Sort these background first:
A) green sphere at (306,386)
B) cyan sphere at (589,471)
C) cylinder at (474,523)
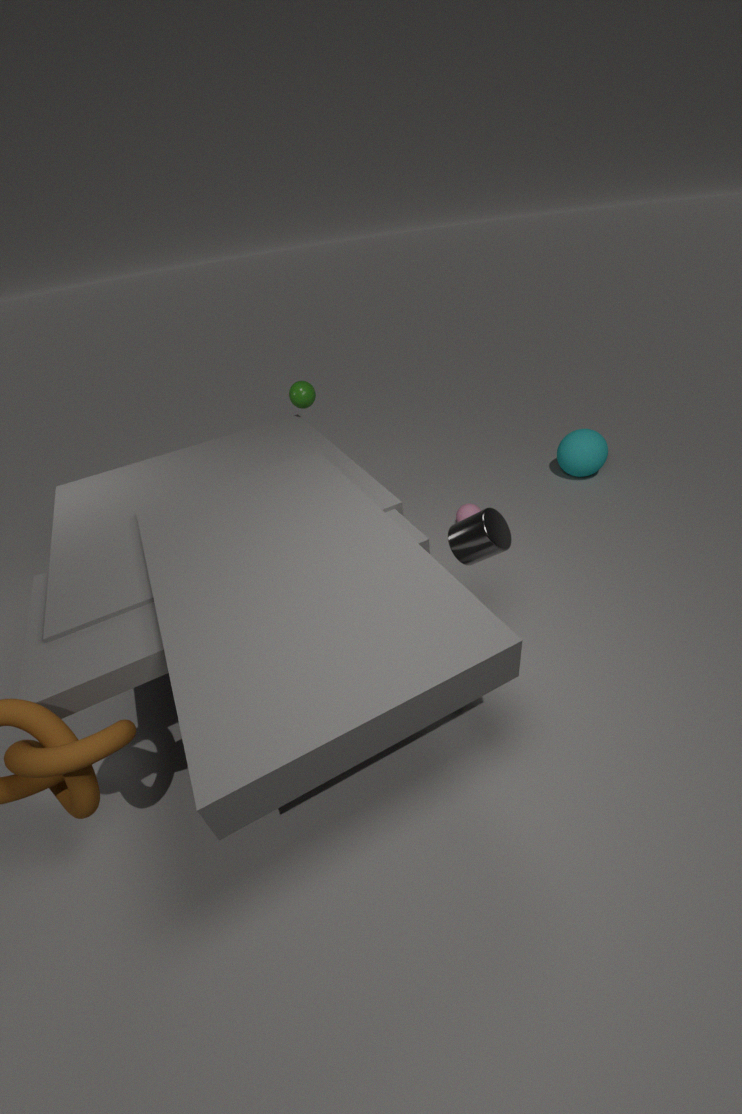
cyan sphere at (589,471)
green sphere at (306,386)
cylinder at (474,523)
